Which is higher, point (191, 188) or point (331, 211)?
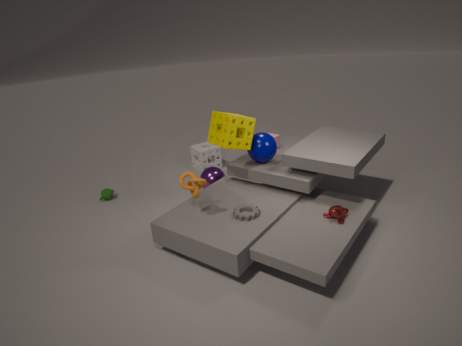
point (191, 188)
